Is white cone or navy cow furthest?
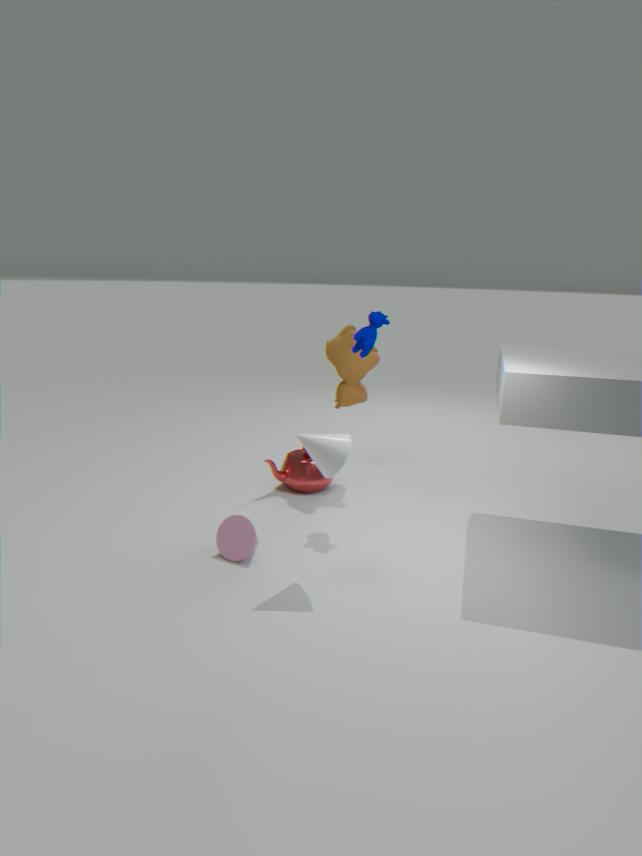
navy cow
